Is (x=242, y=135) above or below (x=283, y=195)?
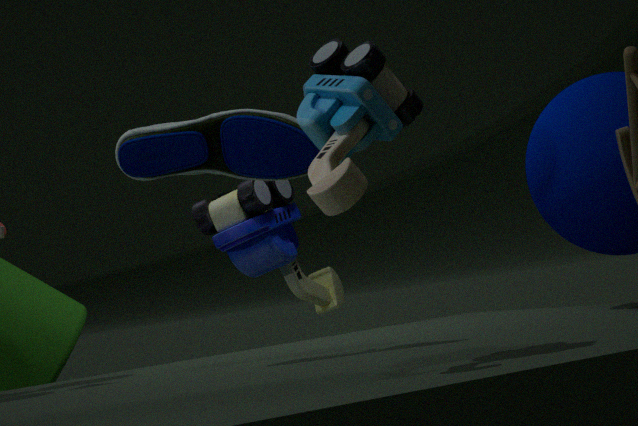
above
